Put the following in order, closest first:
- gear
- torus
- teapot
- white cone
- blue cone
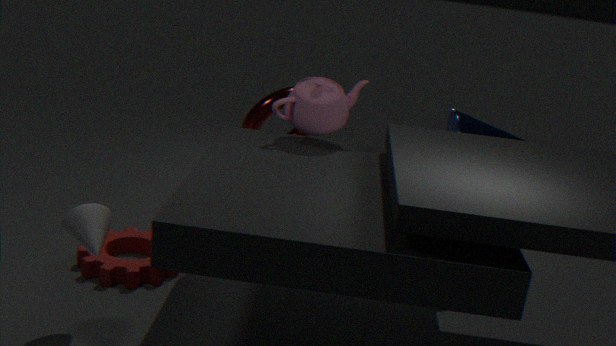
white cone, teapot, gear, blue cone, torus
